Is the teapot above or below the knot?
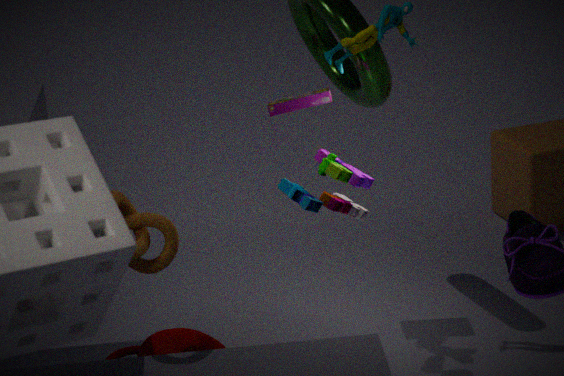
below
